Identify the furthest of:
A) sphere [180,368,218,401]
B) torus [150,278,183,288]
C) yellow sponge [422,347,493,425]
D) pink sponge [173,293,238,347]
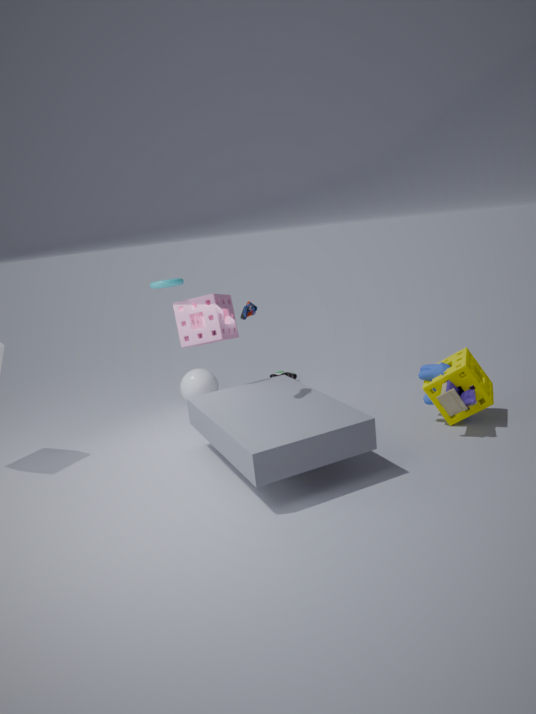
sphere [180,368,218,401]
